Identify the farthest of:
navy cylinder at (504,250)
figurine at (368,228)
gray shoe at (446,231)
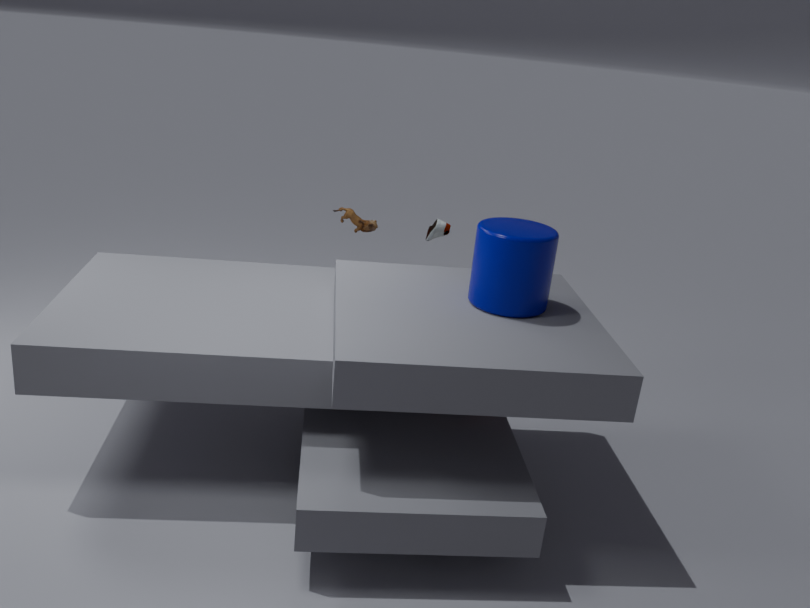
figurine at (368,228)
